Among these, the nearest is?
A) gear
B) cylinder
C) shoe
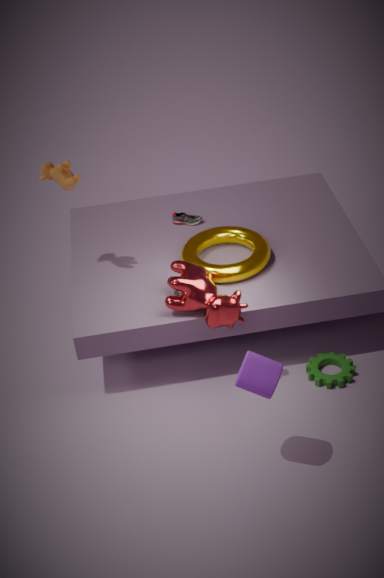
cylinder
